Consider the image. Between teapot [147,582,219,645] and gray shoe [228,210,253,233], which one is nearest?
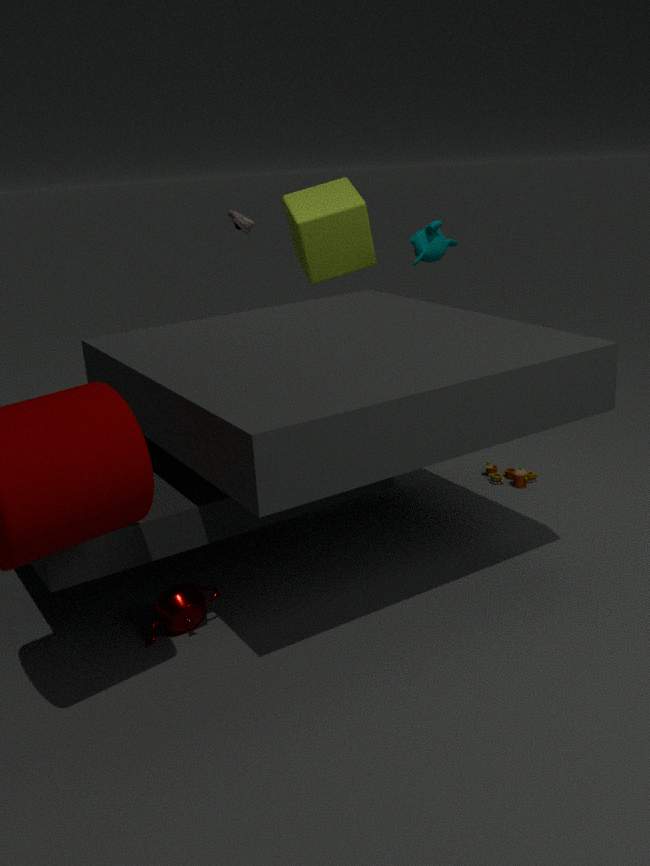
teapot [147,582,219,645]
